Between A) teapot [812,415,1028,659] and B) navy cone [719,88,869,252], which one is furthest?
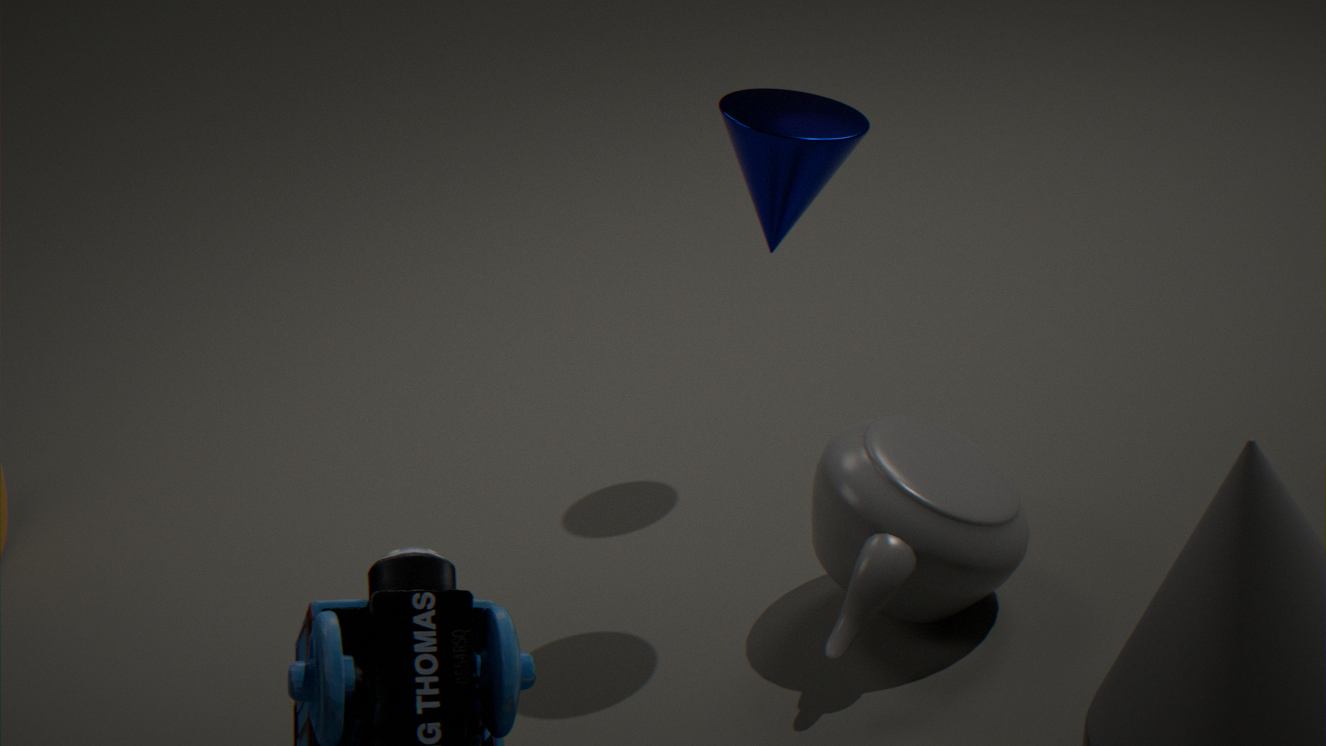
A. teapot [812,415,1028,659]
